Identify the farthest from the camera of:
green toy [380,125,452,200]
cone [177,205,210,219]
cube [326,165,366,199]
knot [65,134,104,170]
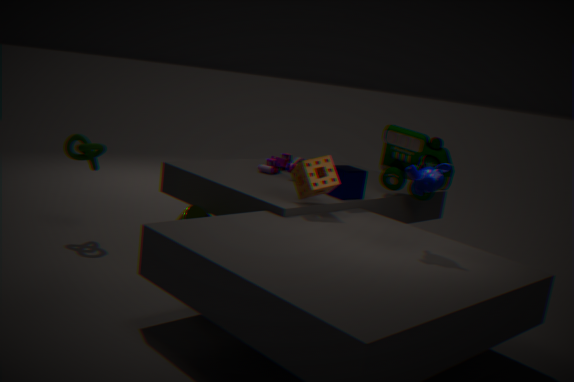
knot [65,134,104,170]
